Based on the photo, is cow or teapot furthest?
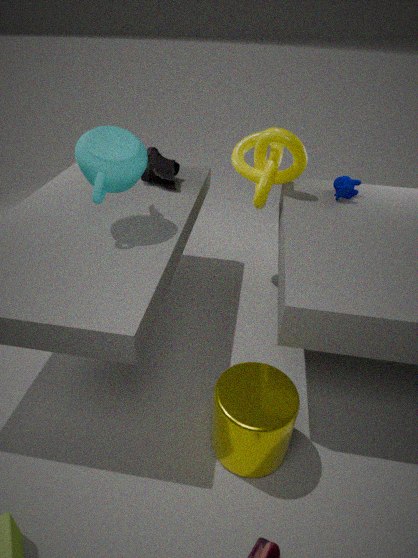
cow
